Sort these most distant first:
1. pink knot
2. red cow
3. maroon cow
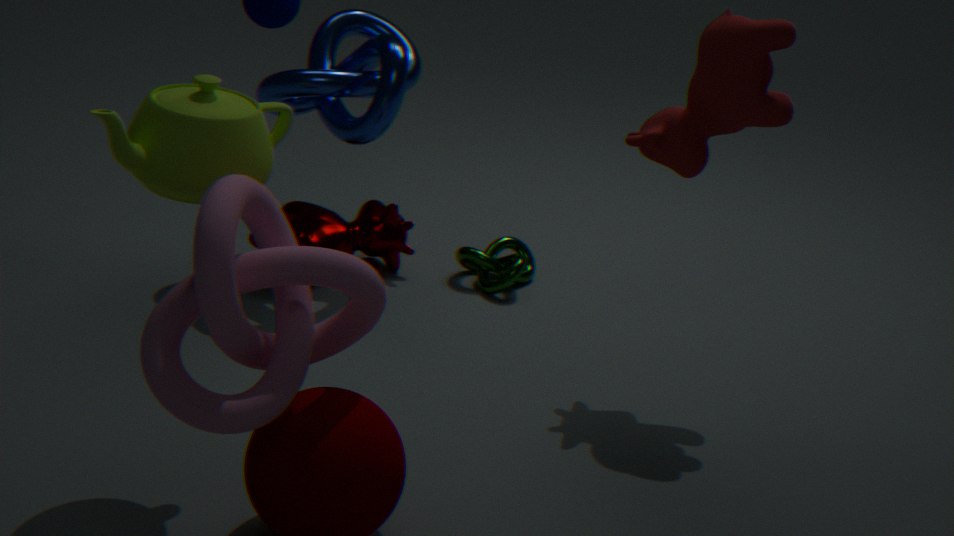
maroon cow, red cow, pink knot
